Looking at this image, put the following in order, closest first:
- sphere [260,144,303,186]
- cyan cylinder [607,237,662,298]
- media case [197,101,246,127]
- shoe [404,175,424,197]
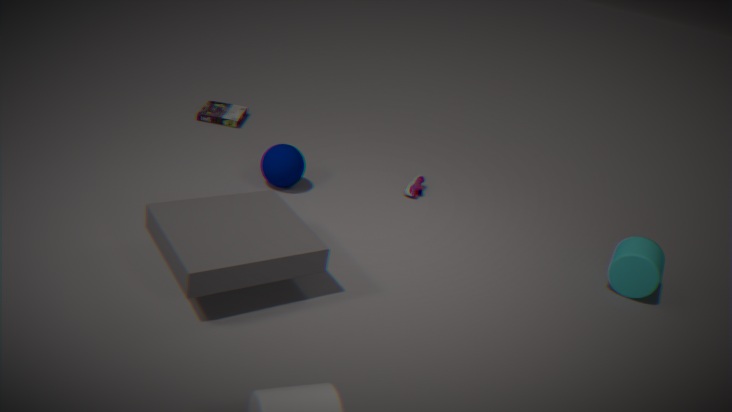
cyan cylinder [607,237,662,298] < sphere [260,144,303,186] < shoe [404,175,424,197] < media case [197,101,246,127]
